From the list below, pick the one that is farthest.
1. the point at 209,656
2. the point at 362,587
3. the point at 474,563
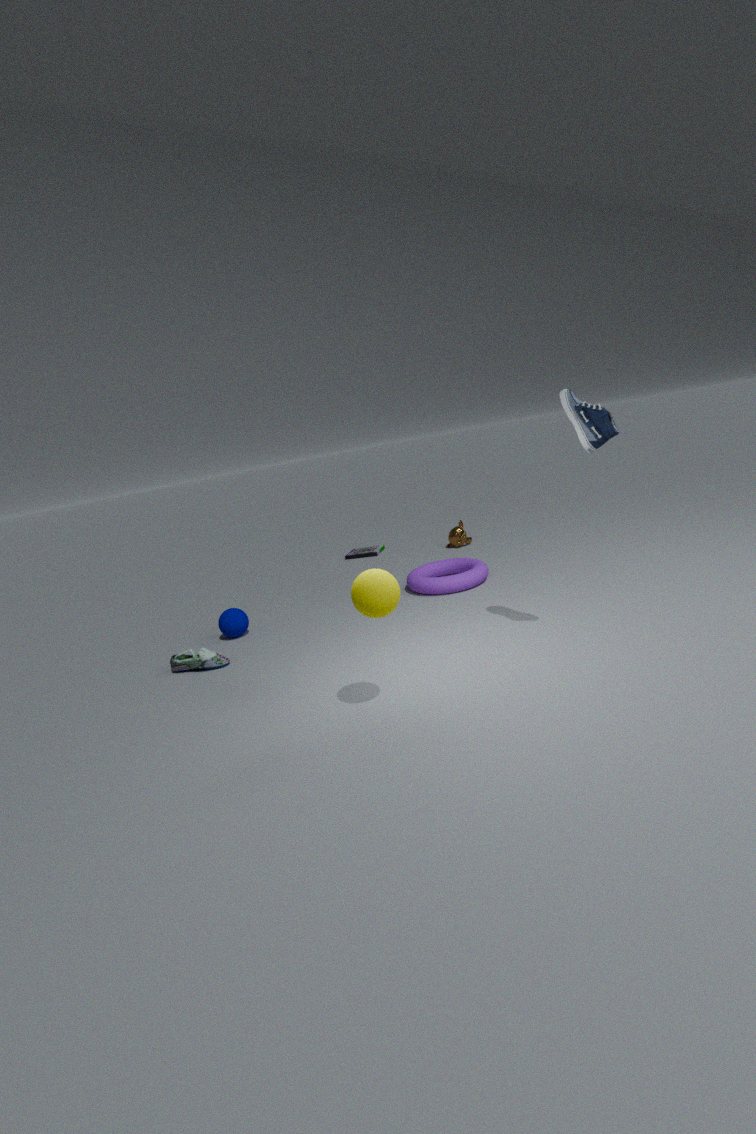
the point at 474,563
